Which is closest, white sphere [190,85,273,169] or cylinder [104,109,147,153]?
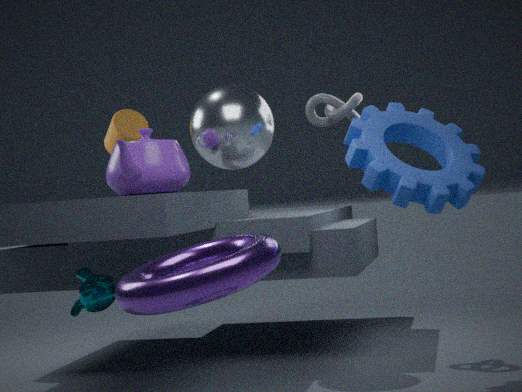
white sphere [190,85,273,169]
